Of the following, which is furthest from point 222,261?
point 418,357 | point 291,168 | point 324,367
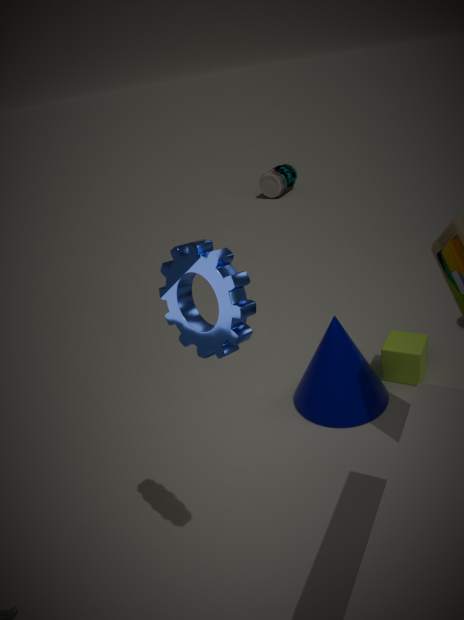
point 291,168
